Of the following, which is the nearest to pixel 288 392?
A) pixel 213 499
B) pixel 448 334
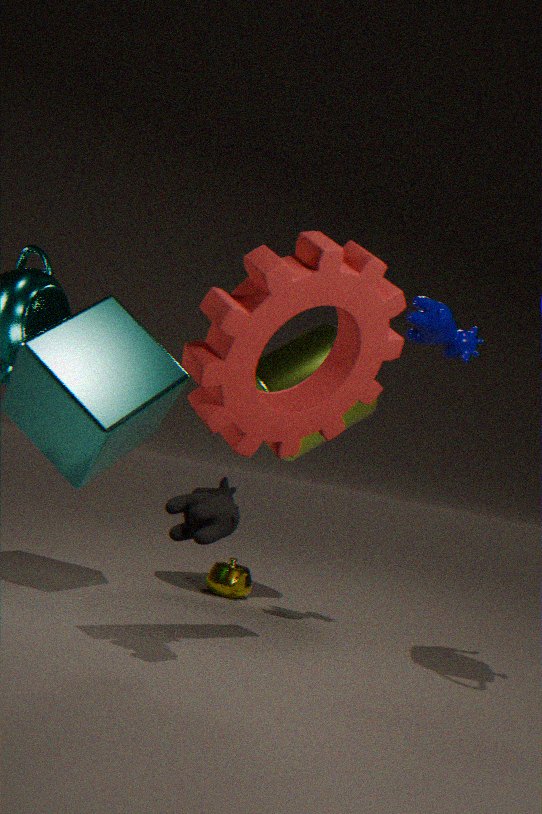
pixel 213 499
